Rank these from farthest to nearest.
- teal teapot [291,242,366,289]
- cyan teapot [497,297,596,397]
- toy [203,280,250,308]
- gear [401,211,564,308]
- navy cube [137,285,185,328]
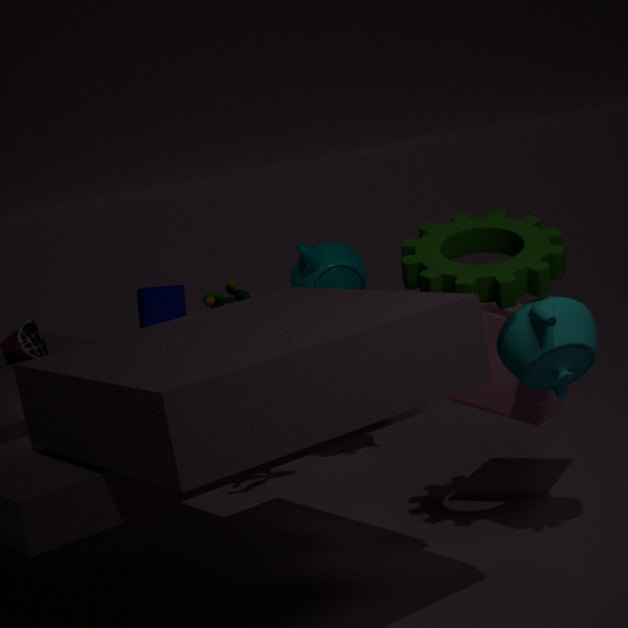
navy cube [137,285,185,328] < teal teapot [291,242,366,289] < toy [203,280,250,308] < gear [401,211,564,308] < cyan teapot [497,297,596,397]
